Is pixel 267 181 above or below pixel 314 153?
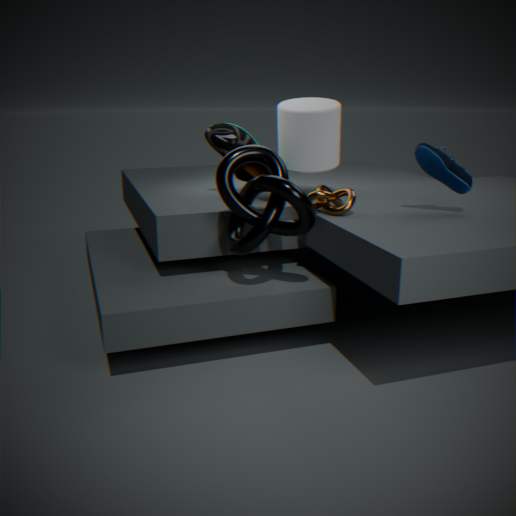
below
